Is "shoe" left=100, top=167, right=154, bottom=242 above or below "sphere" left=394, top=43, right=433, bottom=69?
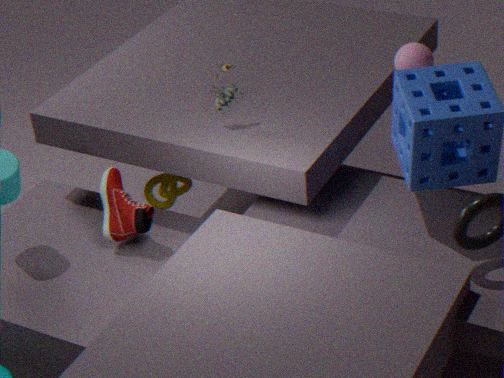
below
